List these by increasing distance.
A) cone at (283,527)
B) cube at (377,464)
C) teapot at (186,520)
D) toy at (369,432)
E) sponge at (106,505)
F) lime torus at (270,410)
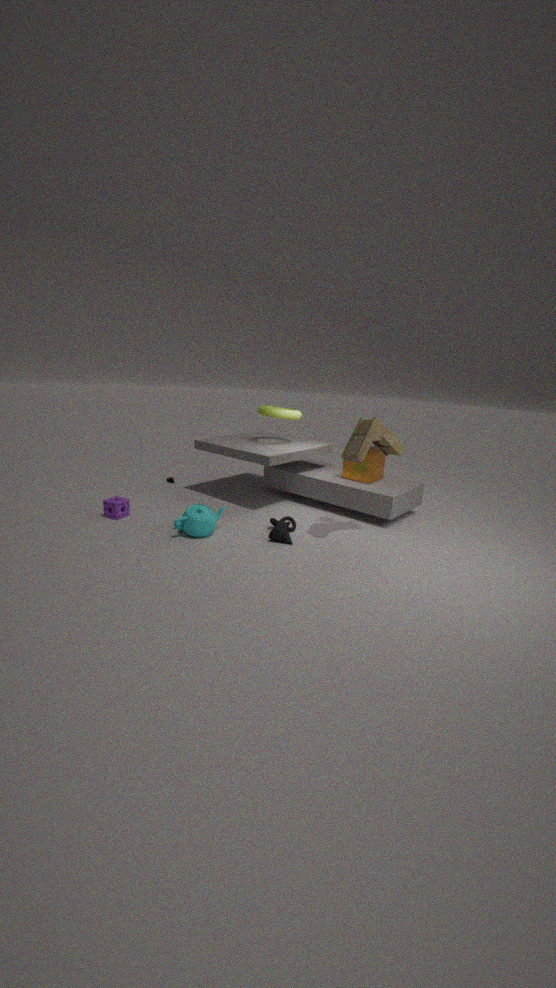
toy at (369,432), teapot at (186,520), cone at (283,527), sponge at (106,505), cube at (377,464), lime torus at (270,410)
